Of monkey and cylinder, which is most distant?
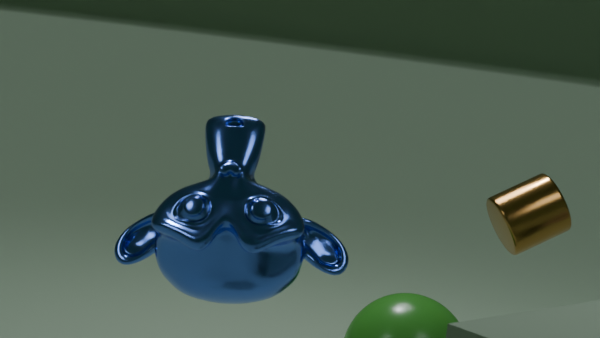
cylinder
